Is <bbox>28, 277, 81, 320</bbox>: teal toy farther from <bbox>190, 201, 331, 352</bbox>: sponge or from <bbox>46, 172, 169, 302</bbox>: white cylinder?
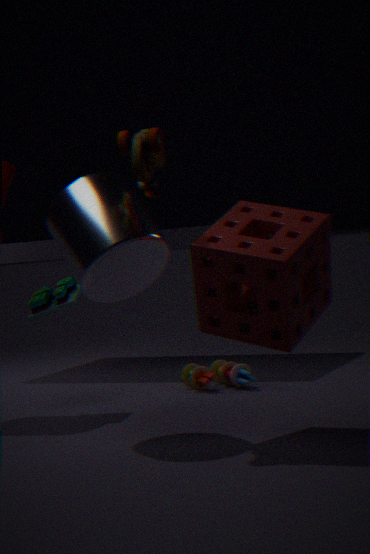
<bbox>190, 201, 331, 352</bbox>: sponge
